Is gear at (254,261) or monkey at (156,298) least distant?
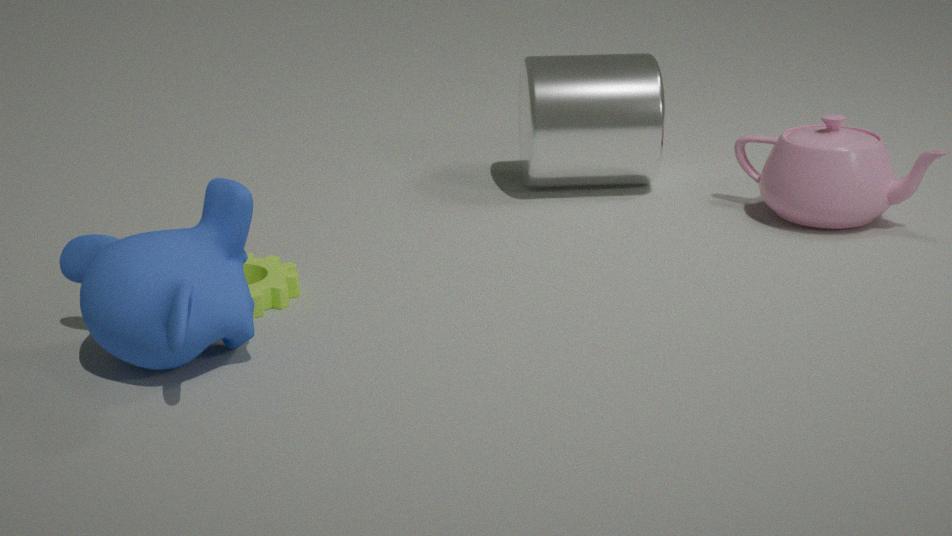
monkey at (156,298)
